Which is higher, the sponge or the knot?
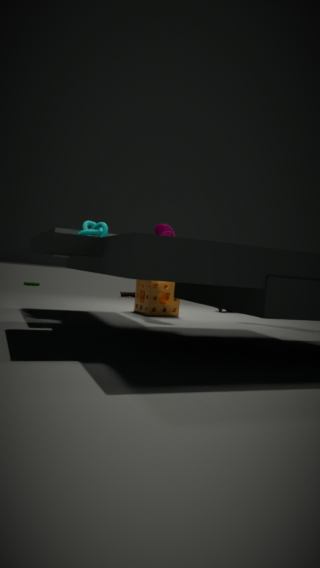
the knot
